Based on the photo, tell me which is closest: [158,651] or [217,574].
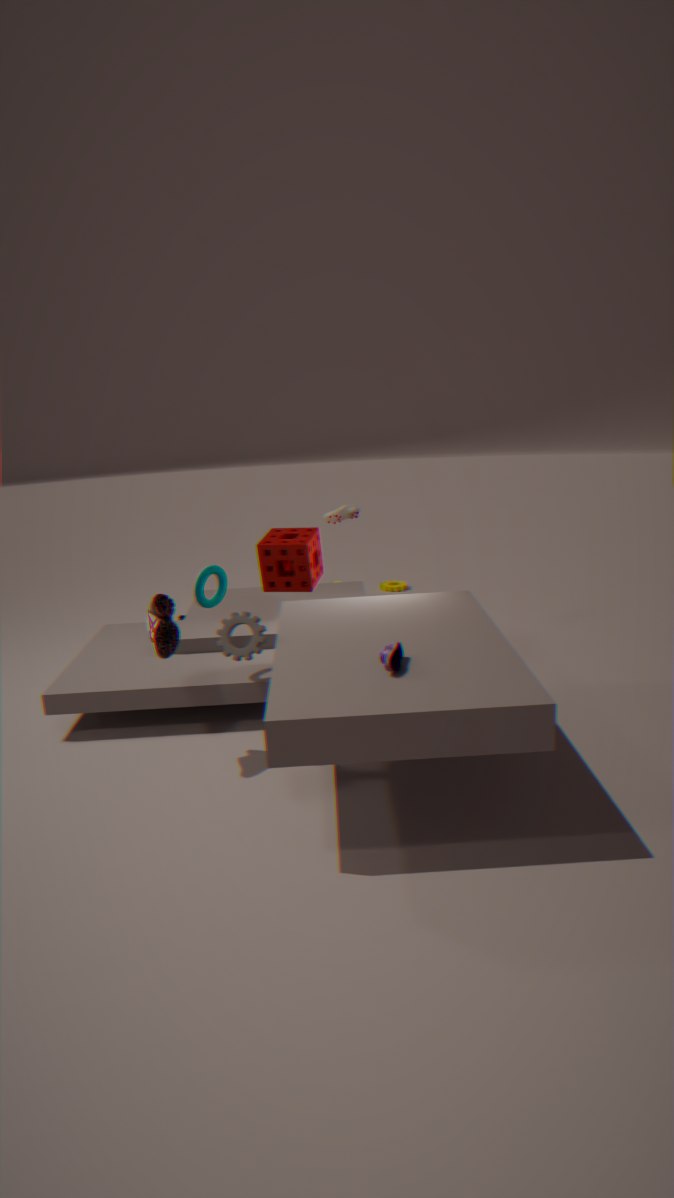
[158,651]
